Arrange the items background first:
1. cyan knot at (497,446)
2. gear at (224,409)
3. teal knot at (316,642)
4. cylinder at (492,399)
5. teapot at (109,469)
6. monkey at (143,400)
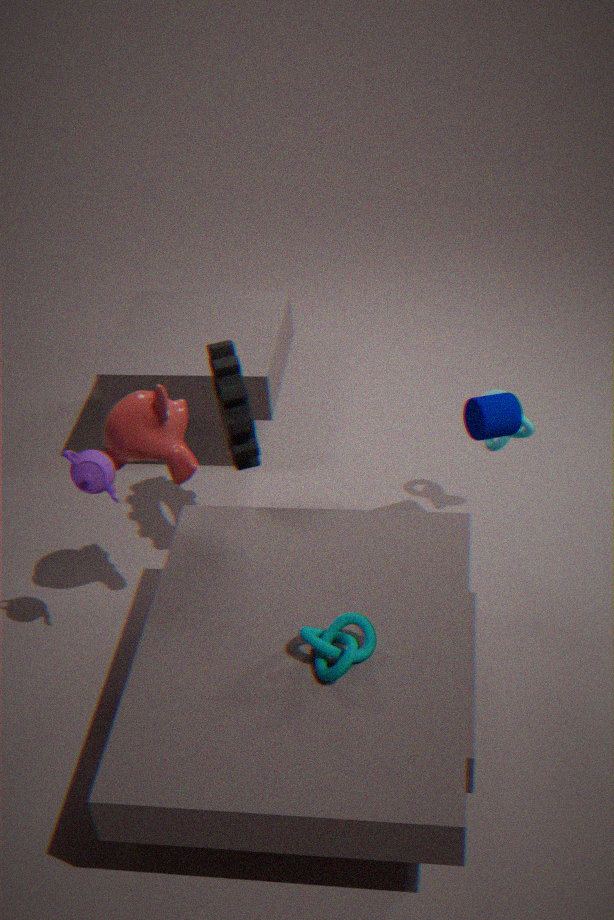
cyan knot at (497,446)
cylinder at (492,399)
gear at (224,409)
monkey at (143,400)
teapot at (109,469)
teal knot at (316,642)
